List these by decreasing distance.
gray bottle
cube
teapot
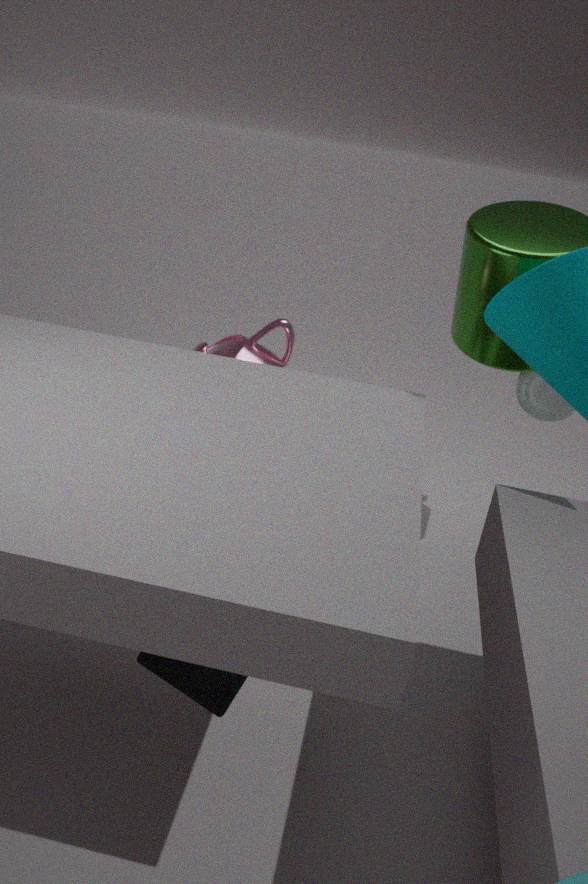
1. gray bottle
2. teapot
3. cube
